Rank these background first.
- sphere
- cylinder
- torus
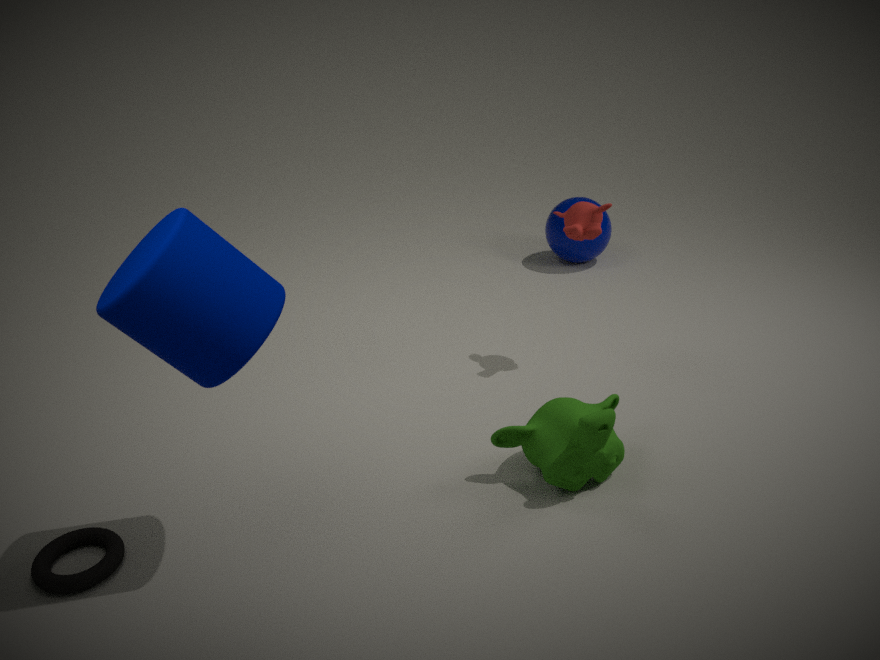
sphere → torus → cylinder
